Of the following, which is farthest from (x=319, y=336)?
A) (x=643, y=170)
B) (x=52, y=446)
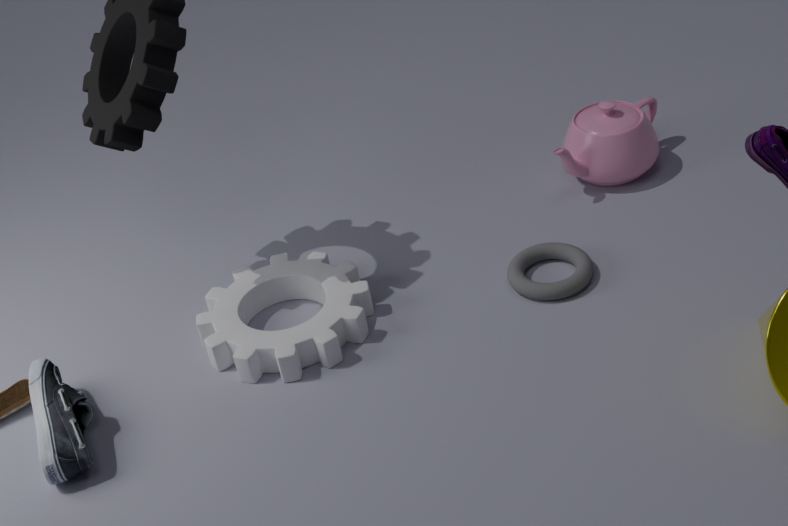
(x=643, y=170)
